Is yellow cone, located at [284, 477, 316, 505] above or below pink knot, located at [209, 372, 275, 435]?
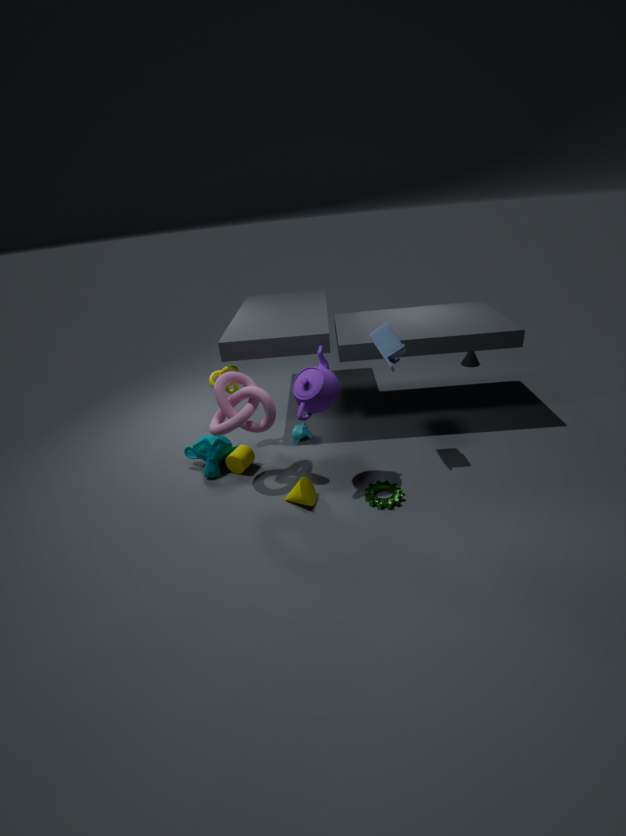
below
